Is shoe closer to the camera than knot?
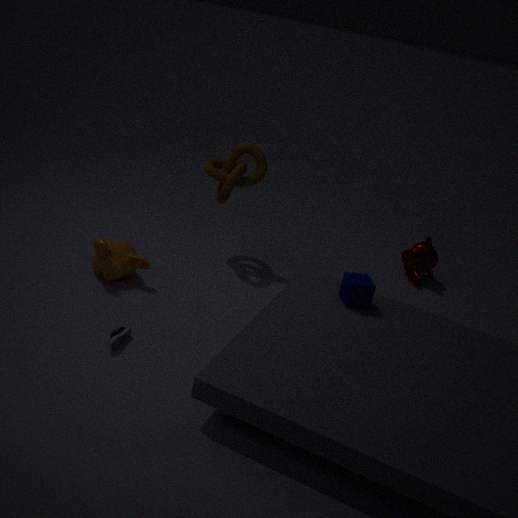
Yes
